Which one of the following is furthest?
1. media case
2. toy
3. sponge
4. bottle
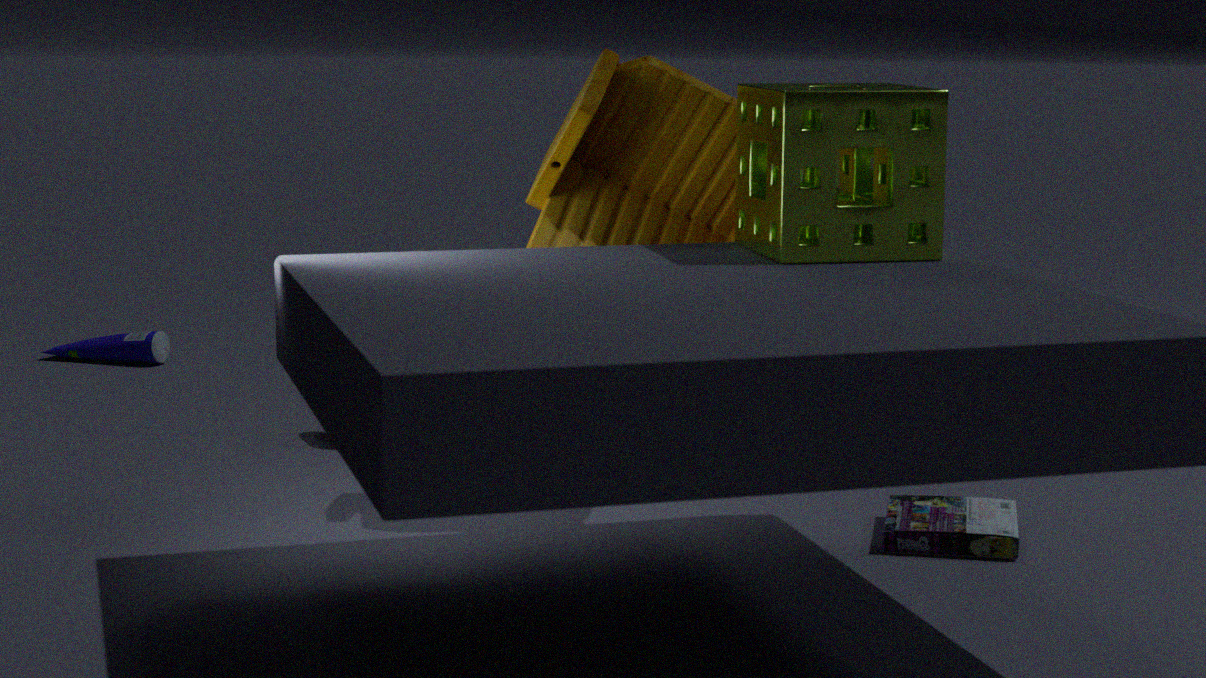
bottle
